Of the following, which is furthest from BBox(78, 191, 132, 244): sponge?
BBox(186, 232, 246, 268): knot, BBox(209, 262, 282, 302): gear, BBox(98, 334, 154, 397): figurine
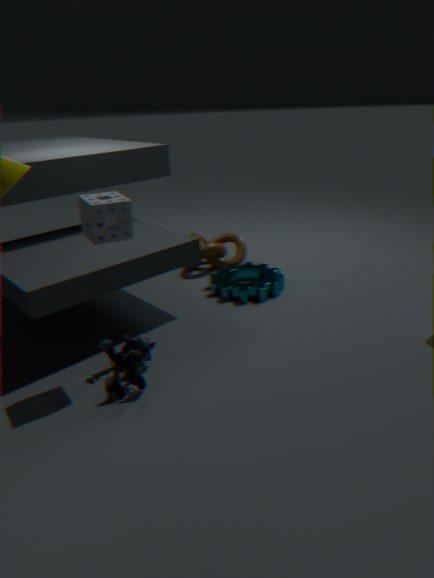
BBox(186, 232, 246, 268): knot
